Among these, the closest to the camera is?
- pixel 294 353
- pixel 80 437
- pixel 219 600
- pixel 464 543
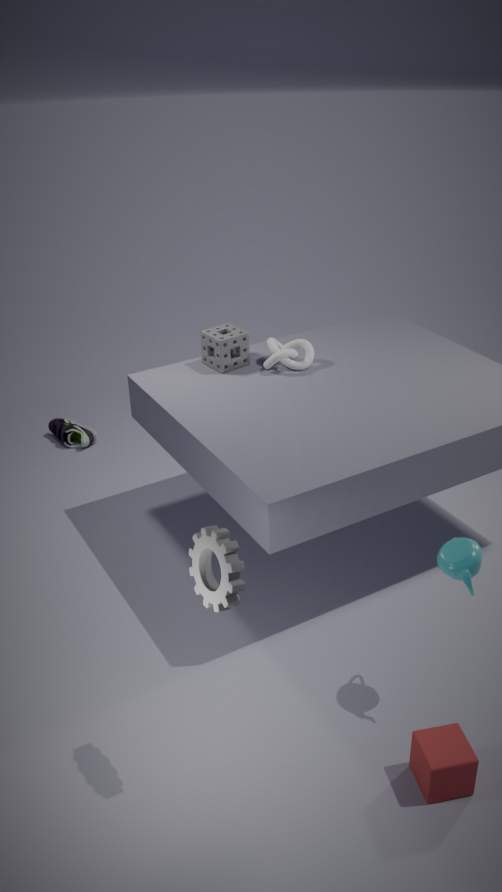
pixel 219 600
